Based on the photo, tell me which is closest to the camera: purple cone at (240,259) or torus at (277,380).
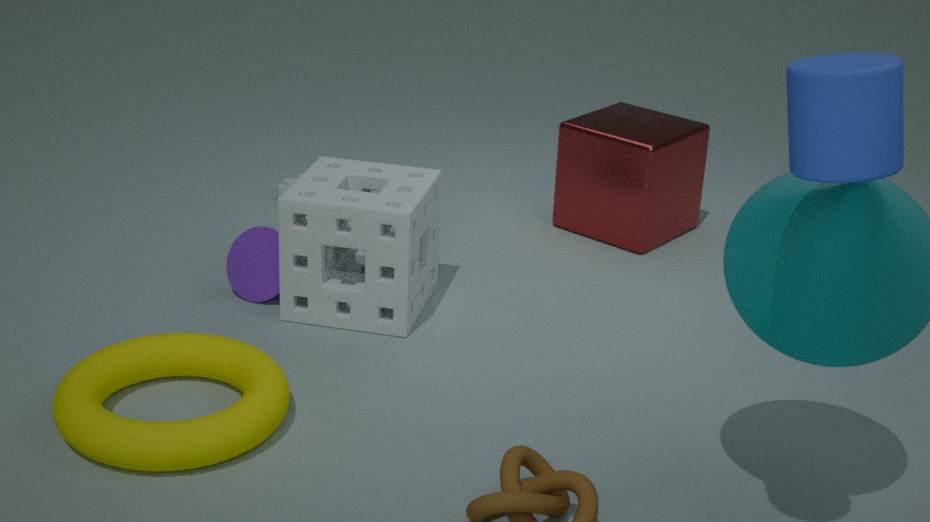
torus at (277,380)
